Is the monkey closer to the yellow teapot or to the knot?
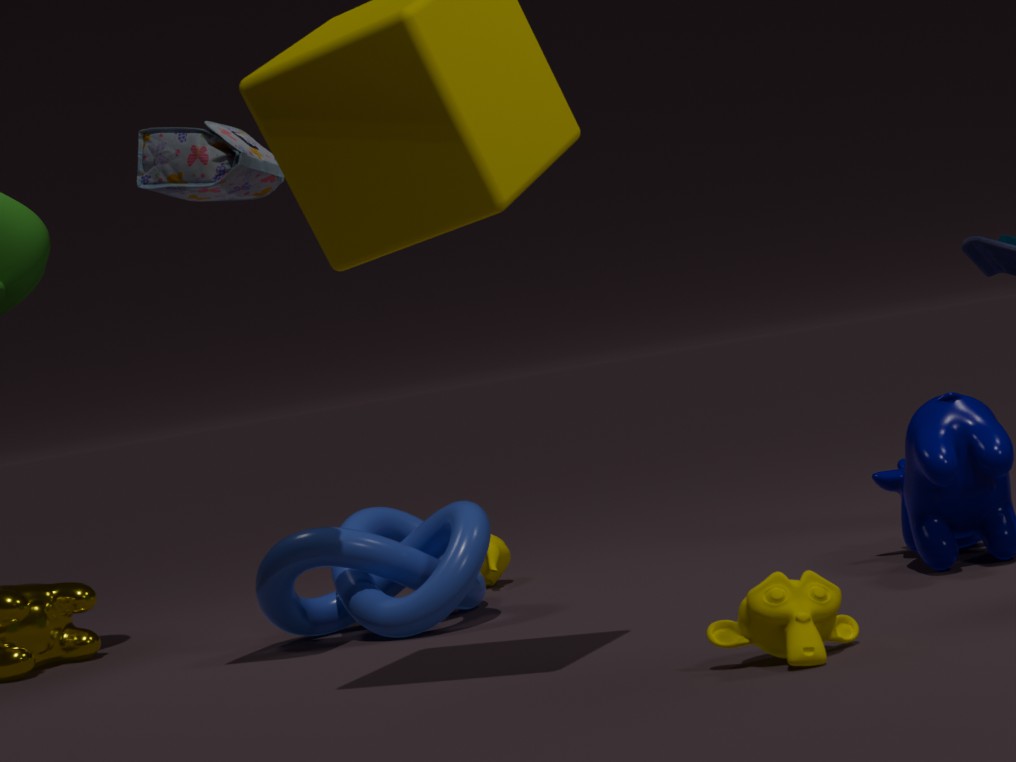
the knot
